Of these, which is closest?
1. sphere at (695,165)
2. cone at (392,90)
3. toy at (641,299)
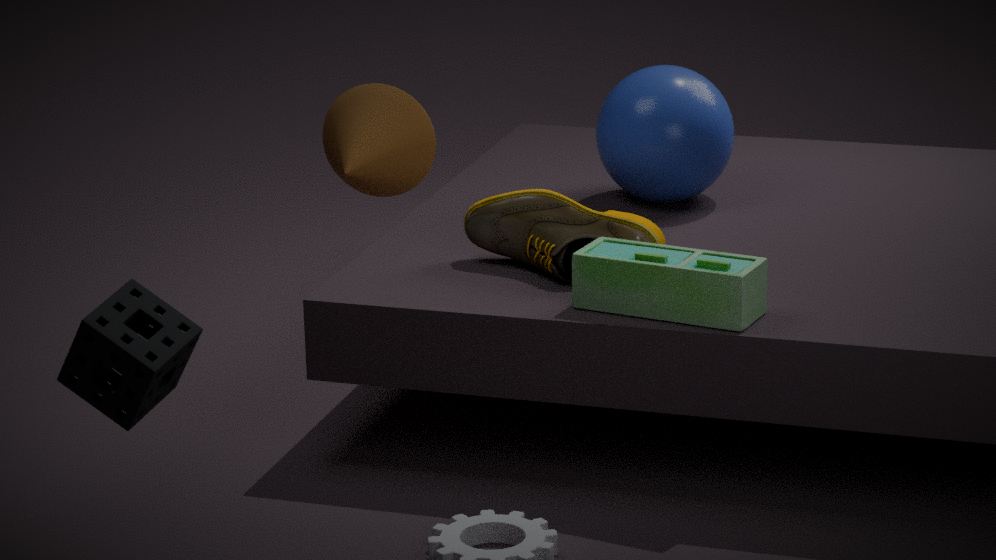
cone at (392,90)
